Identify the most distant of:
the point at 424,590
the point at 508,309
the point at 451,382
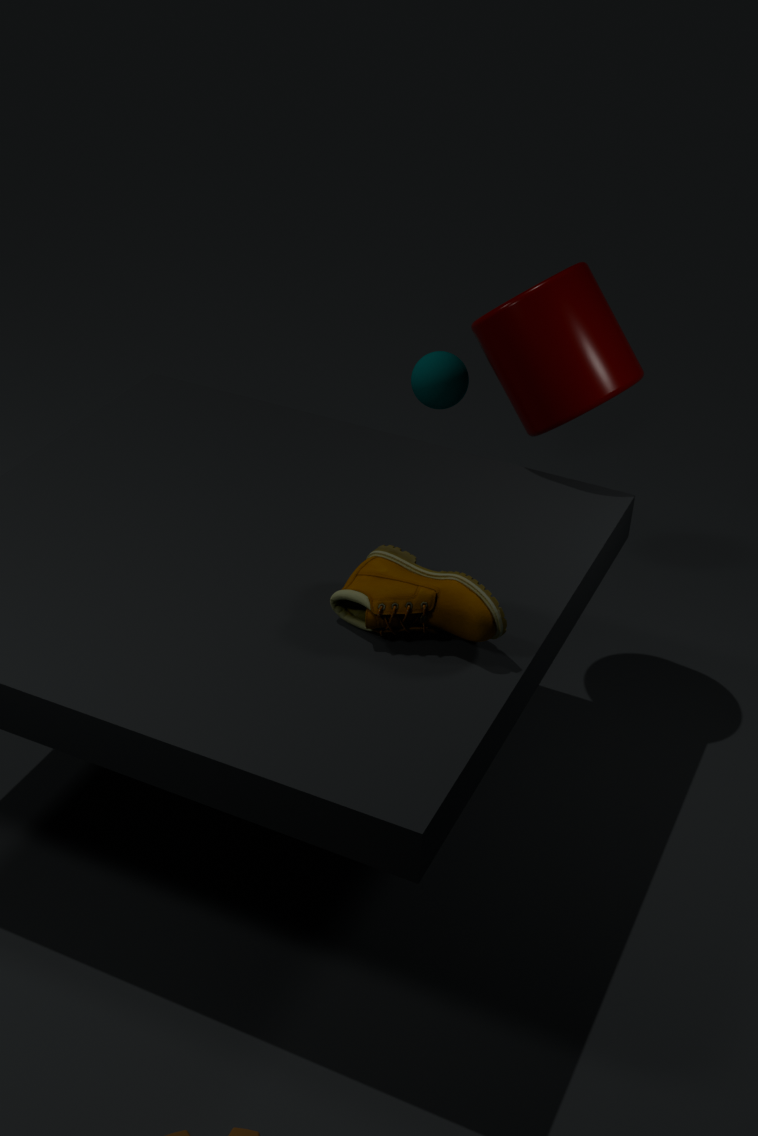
the point at 451,382
